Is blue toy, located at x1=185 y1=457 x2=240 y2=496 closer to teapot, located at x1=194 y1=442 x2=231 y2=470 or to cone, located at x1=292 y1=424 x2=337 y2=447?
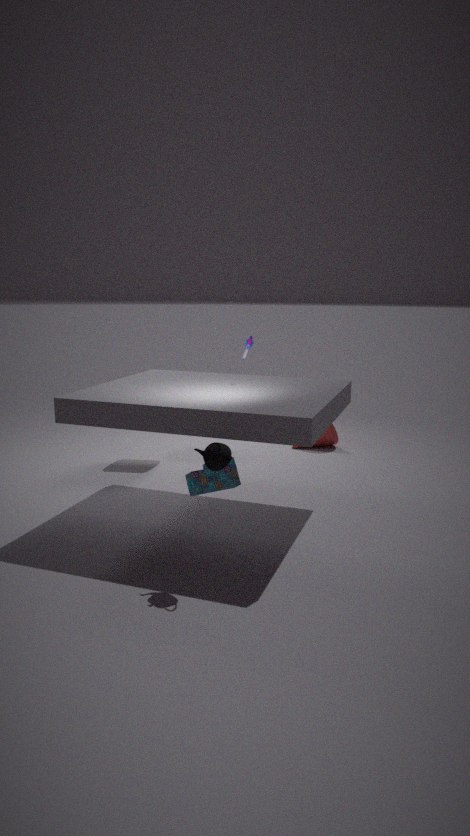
teapot, located at x1=194 y1=442 x2=231 y2=470
